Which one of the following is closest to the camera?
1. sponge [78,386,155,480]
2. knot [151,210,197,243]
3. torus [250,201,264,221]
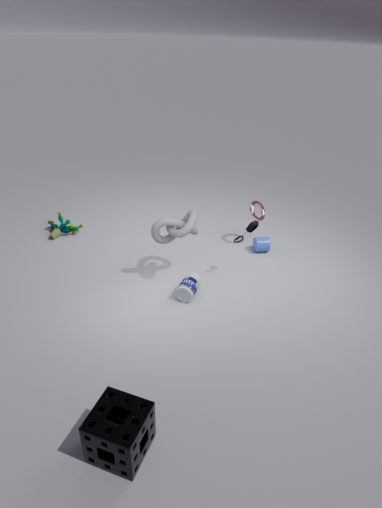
sponge [78,386,155,480]
